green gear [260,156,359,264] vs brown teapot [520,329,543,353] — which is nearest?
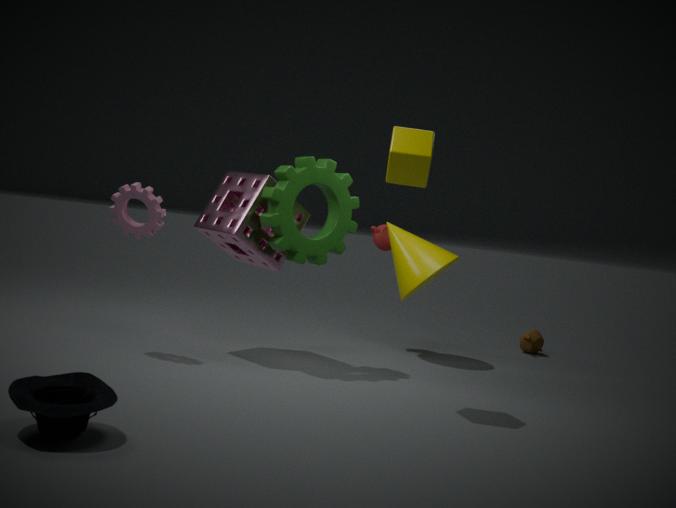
green gear [260,156,359,264]
